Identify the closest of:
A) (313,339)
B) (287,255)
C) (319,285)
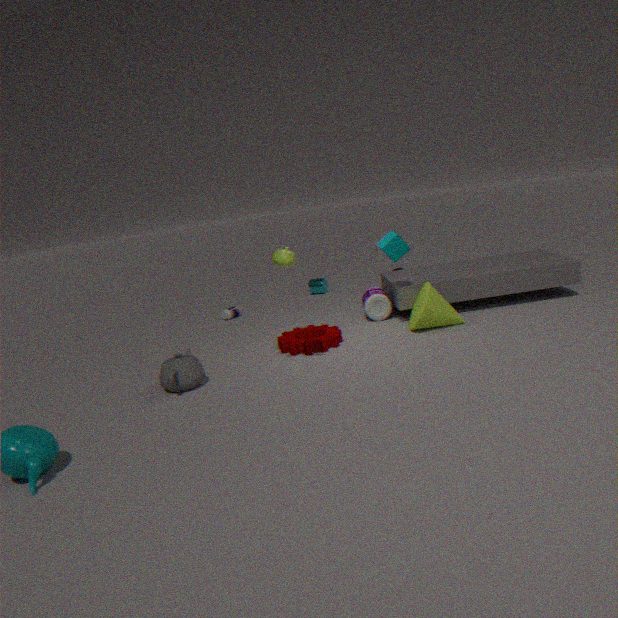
(287,255)
